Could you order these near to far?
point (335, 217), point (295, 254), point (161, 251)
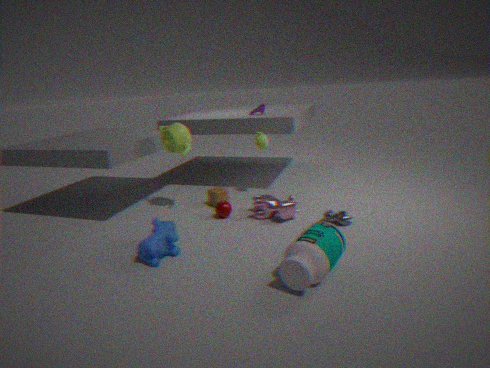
point (295, 254) → point (161, 251) → point (335, 217)
